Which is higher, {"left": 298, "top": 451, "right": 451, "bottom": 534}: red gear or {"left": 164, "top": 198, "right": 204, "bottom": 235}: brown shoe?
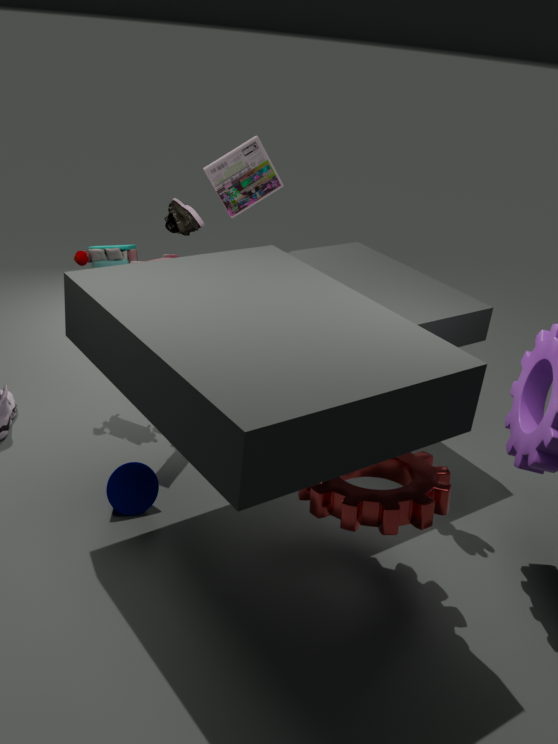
{"left": 164, "top": 198, "right": 204, "bottom": 235}: brown shoe
